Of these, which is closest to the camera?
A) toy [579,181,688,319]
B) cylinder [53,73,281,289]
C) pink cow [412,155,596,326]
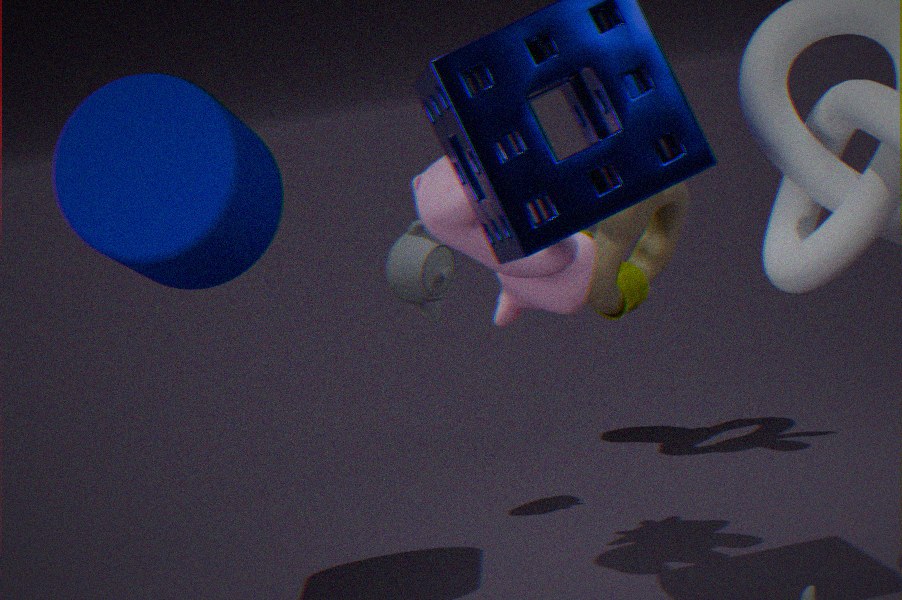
cylinder [53,73,281,289]
